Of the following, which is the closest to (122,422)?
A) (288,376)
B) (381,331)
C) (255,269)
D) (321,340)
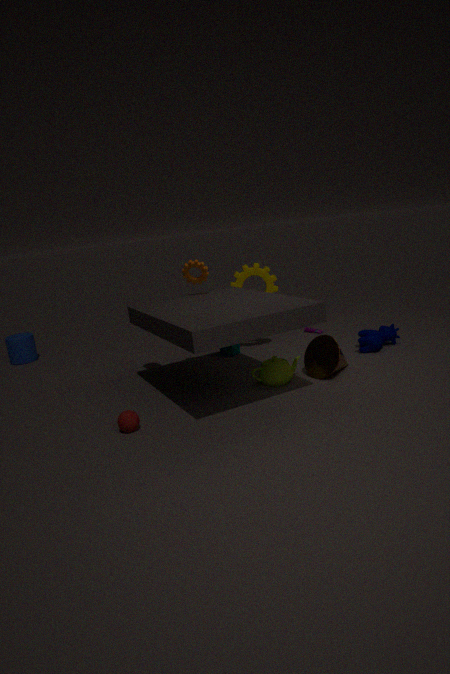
(288,376)
